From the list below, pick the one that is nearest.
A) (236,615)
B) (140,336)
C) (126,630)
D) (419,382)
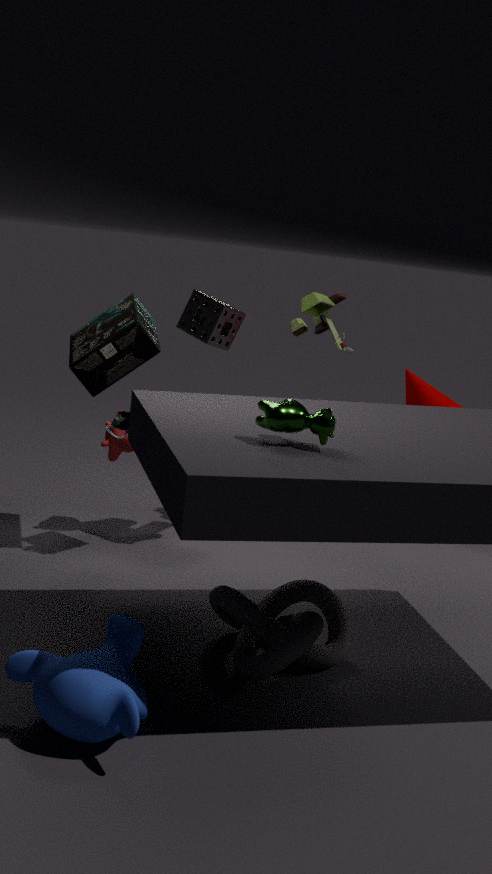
(126,630)
